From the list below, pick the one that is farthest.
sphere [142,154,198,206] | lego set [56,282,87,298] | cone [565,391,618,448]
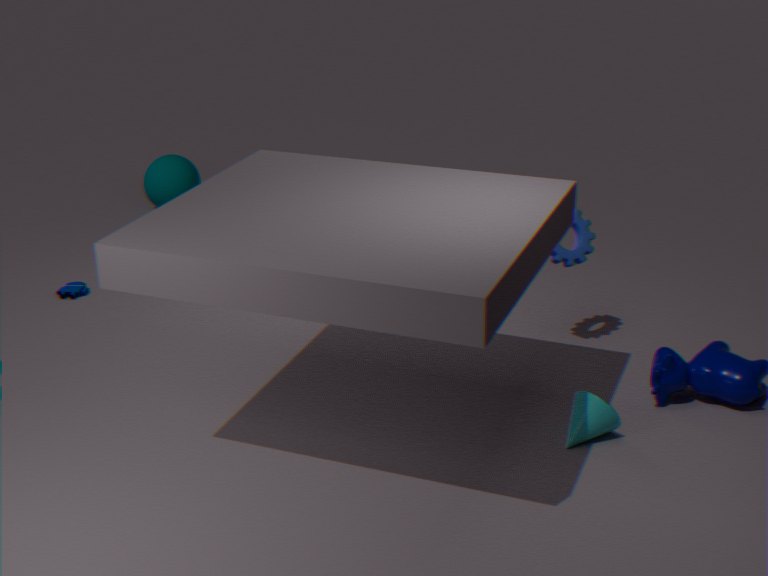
sphere [142,154,198,206]
